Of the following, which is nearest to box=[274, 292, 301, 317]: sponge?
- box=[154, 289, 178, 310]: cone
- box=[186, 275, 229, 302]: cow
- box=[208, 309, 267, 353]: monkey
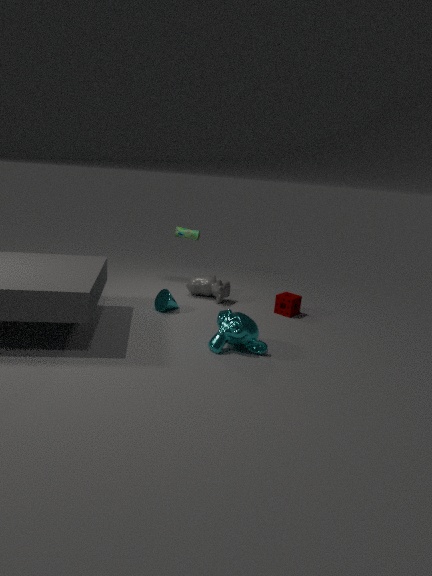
box=[186, 275, 229, 302]: cow
